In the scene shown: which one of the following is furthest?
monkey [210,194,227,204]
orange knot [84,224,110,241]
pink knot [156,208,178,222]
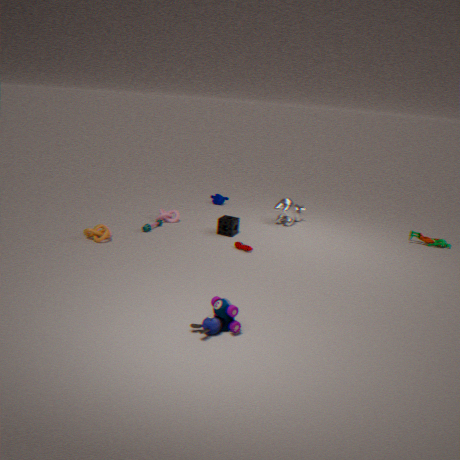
monkey [210,194,227,204]
